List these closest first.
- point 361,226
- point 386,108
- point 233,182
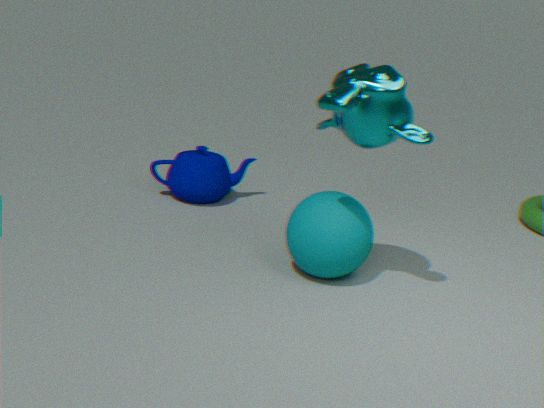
point 386,108, point 361,226, point 233,182
